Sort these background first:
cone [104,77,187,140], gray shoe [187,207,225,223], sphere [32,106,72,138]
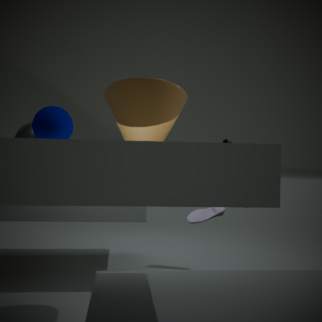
gray shoe [187,207,225,223] < cone [104,77,187,140] < sphere [32,106,72,138]
